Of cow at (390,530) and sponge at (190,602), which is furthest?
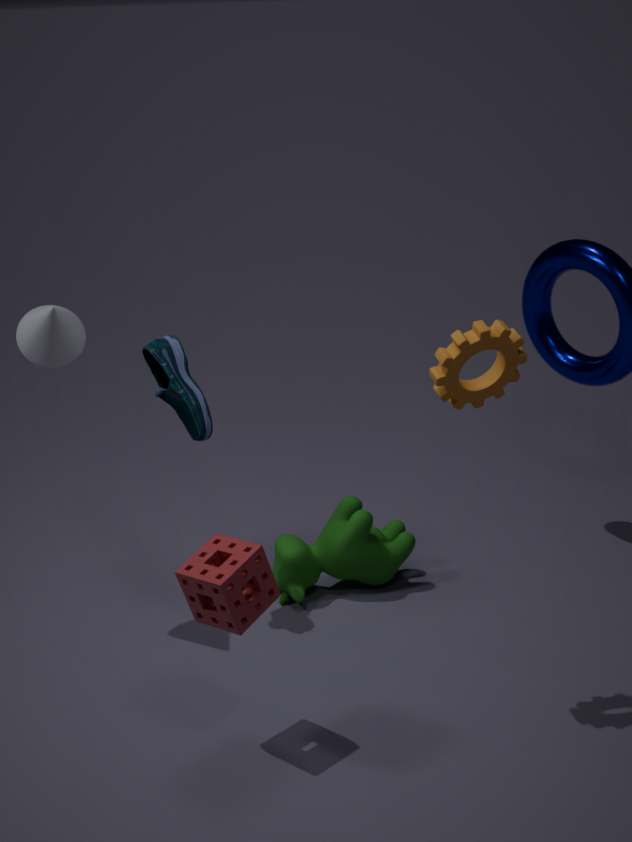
cow at (390,530)
